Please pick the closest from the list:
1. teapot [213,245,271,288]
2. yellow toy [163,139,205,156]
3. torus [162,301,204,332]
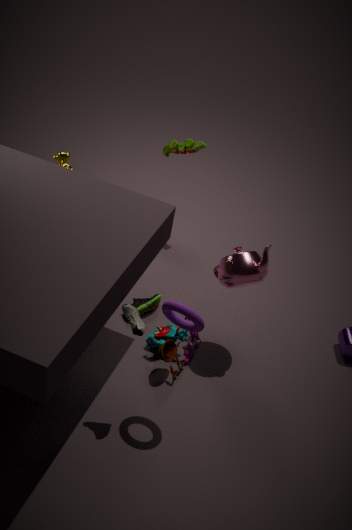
torus [162,301,204,332]
